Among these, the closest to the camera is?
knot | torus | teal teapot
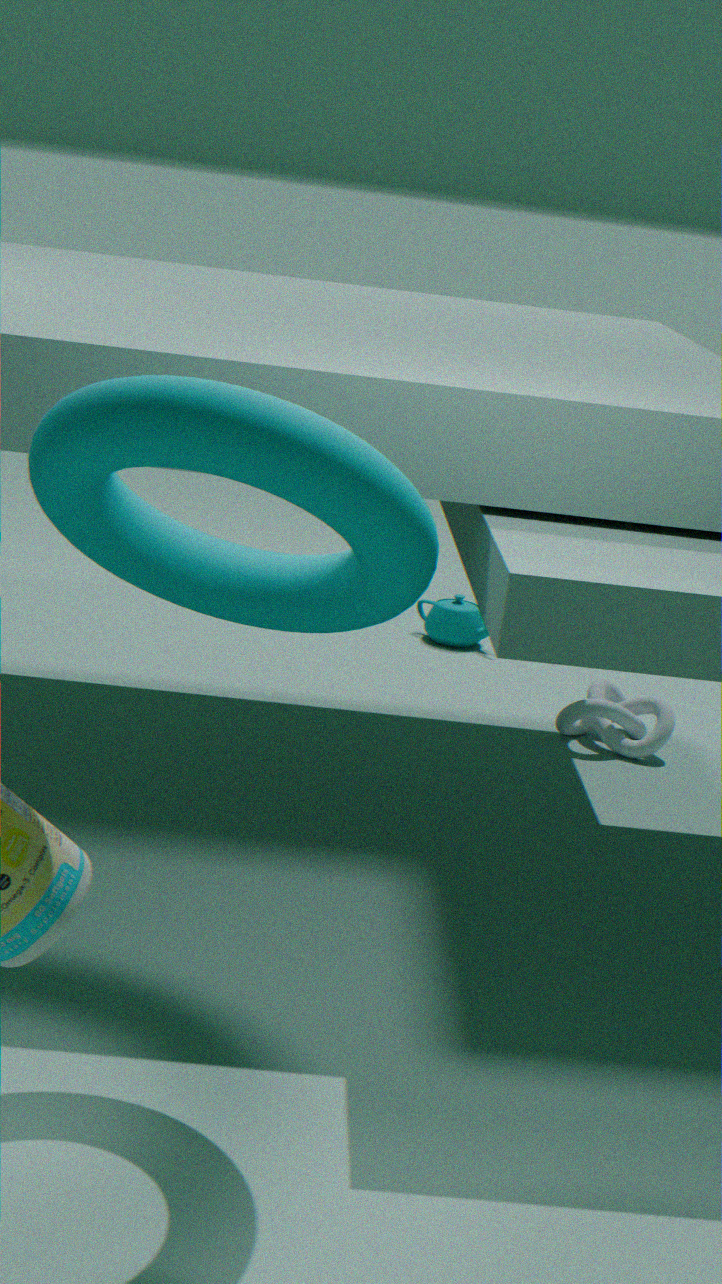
torus
